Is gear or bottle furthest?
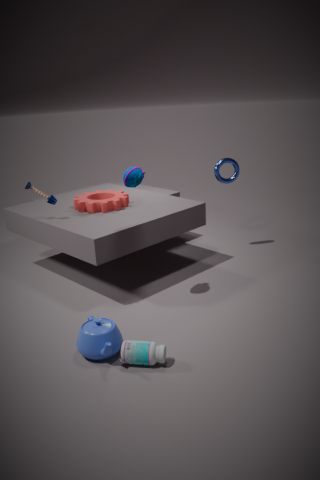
gear
